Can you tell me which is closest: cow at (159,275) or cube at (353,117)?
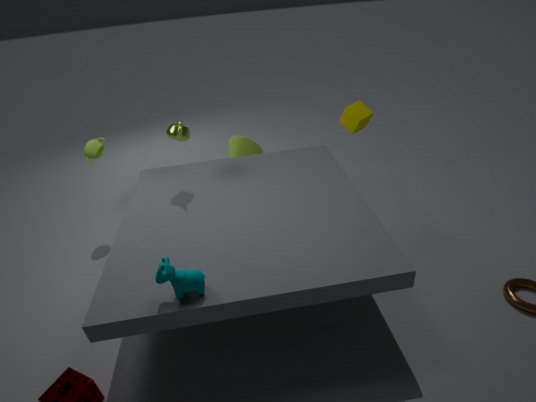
cow at (159,275)
